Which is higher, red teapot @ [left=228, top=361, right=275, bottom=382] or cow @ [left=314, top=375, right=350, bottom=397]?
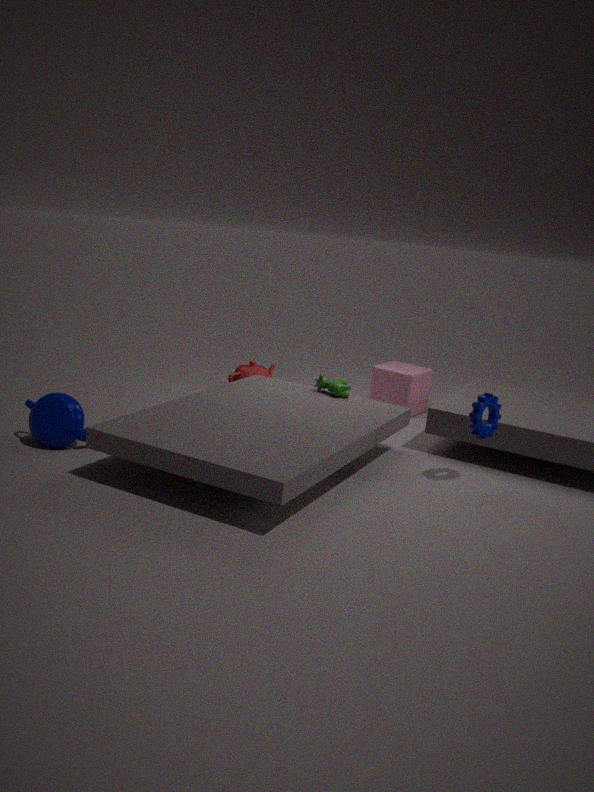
cow @ [left=314, top=375, right=350, bottom=397]
